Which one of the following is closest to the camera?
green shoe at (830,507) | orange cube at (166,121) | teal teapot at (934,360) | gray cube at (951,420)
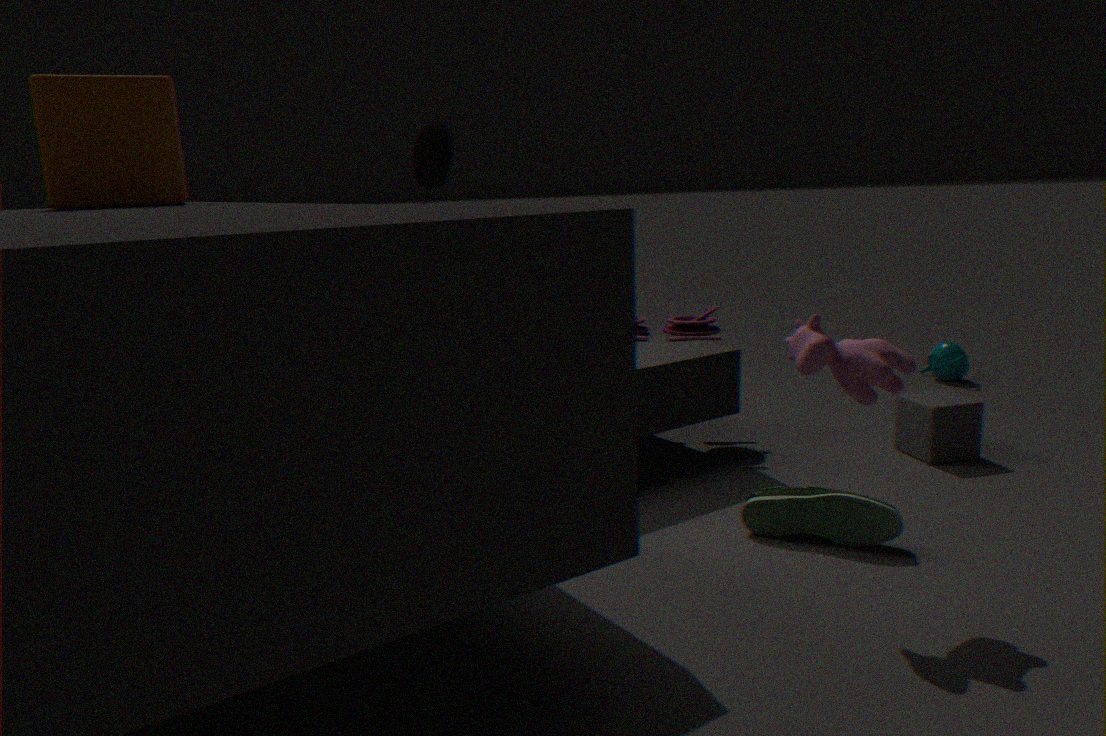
orange cube at (166,121)
